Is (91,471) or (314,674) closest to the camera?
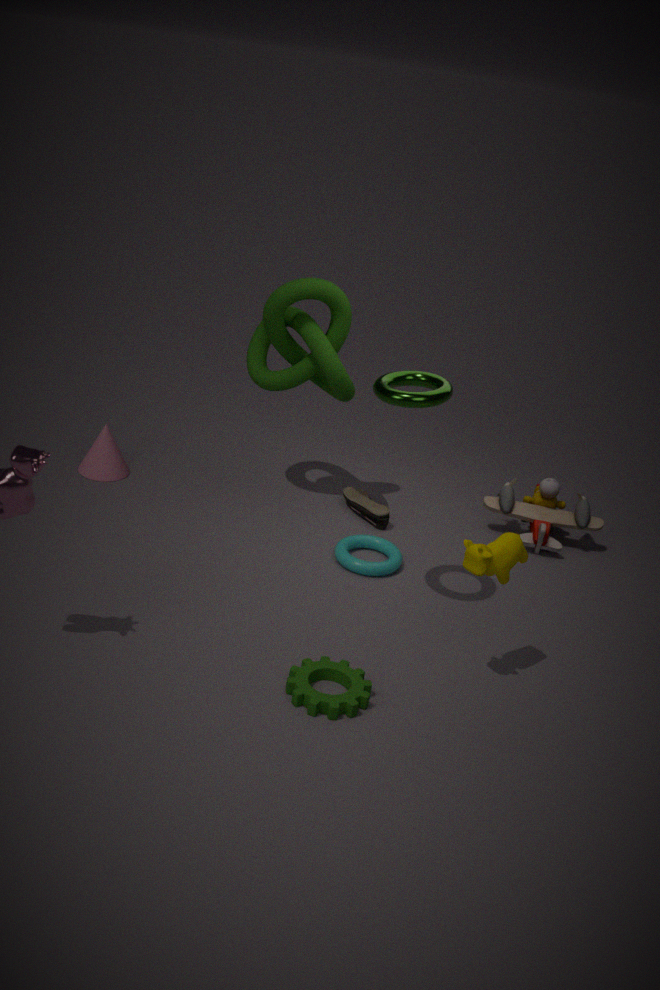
(314,674)
